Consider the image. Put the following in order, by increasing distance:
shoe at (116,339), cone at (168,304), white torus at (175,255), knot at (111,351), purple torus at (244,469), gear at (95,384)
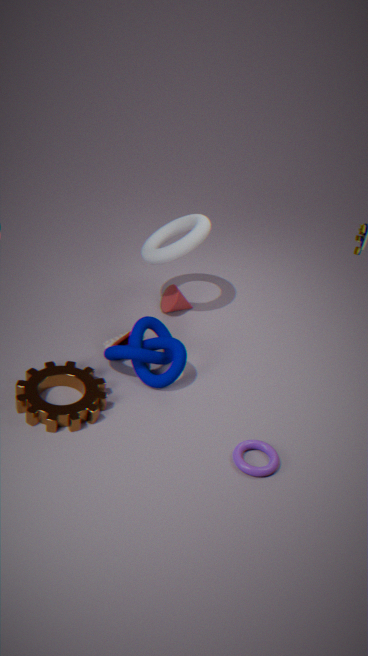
purple torus at (244,469) → gear at (95,384) → knot at (111,351) → shoe at (116,339) → white torus at (175,255) → cone at (168,304)
